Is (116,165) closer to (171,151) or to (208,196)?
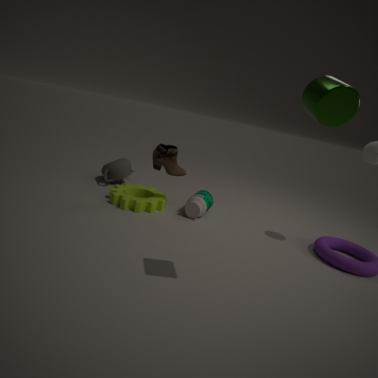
(171,151)
